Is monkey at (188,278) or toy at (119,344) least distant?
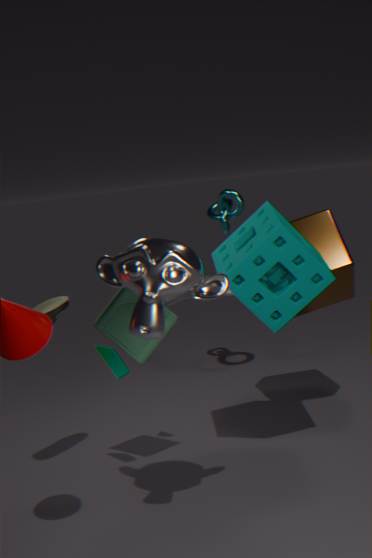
monkey at (188,278)
